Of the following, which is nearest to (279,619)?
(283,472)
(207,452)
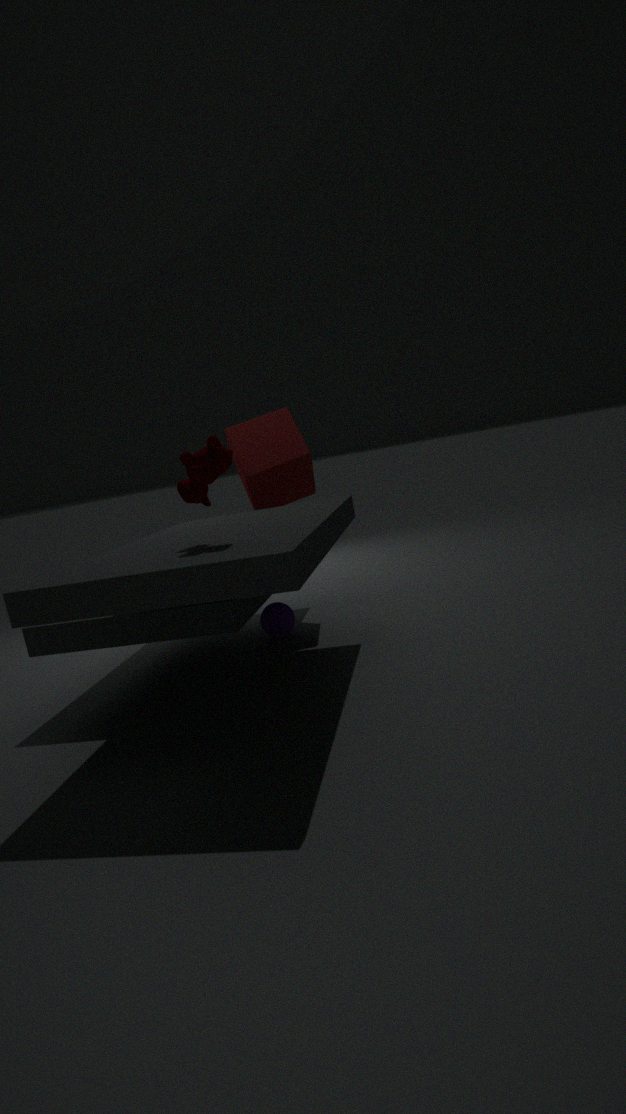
(283,472)
